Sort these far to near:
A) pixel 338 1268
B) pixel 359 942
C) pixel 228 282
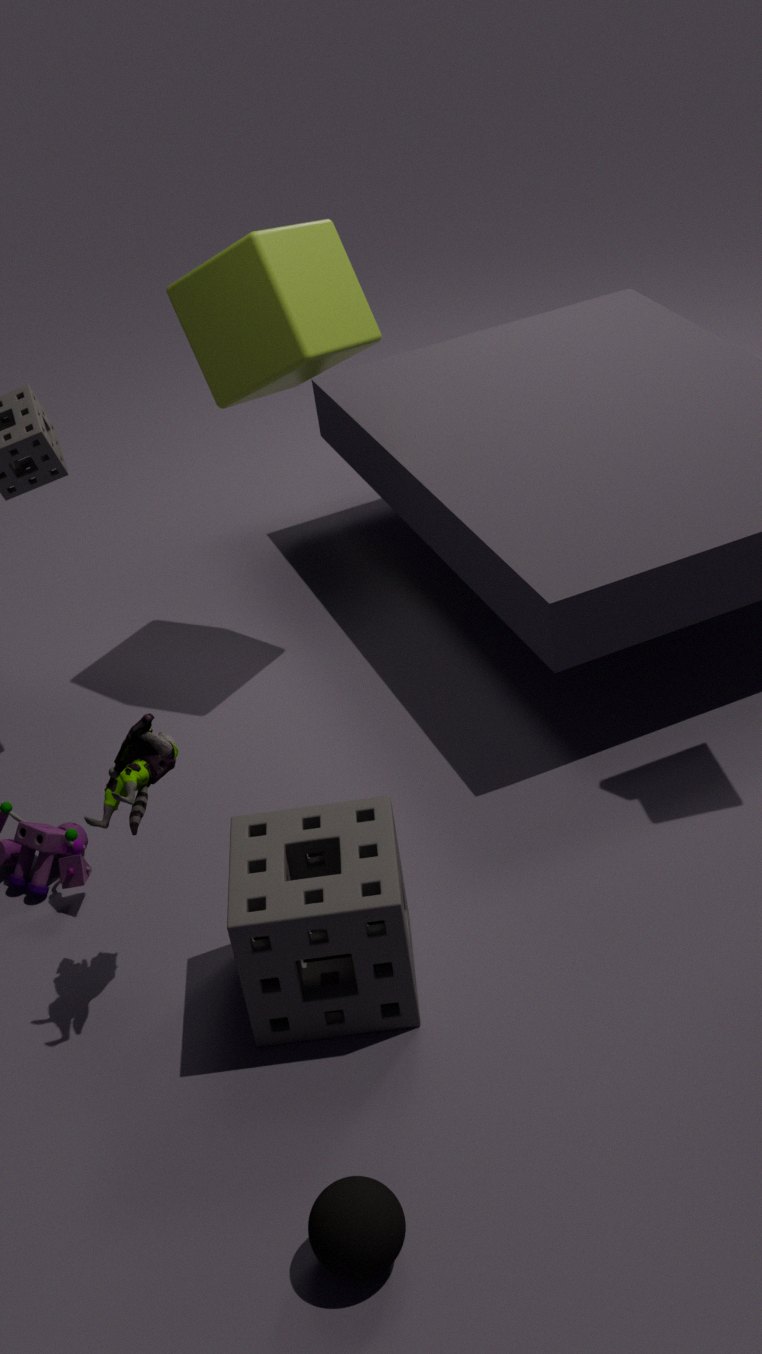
pixel 228 282
pixel 359 942
pixel 338 1268
